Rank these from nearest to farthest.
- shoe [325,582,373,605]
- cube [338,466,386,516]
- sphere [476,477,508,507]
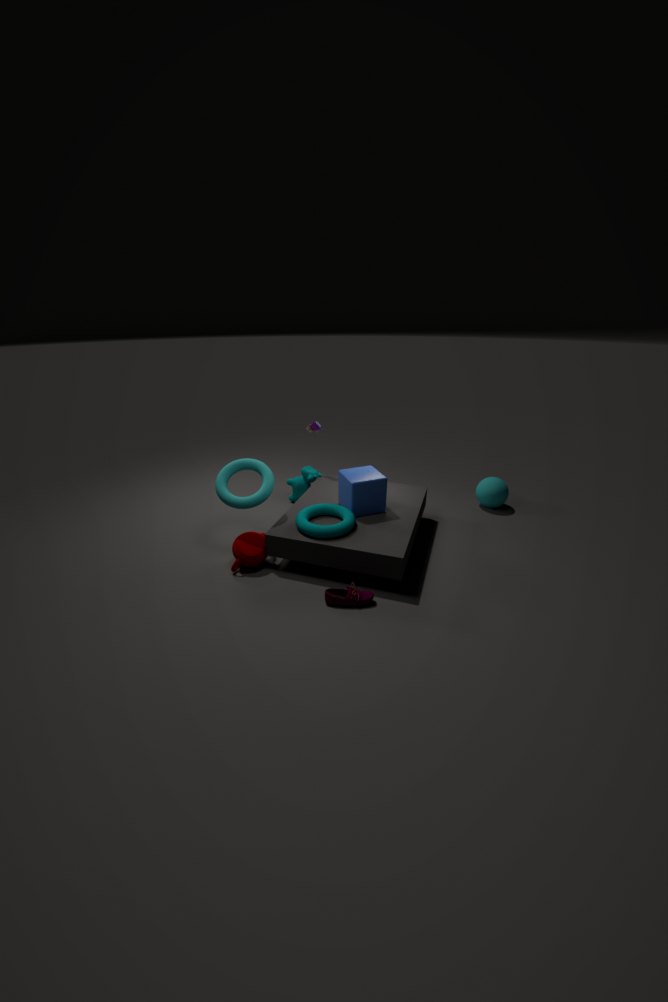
shoe [325,582,373,605], cube [338,466,386,516], sphere [476,477,508,507]
